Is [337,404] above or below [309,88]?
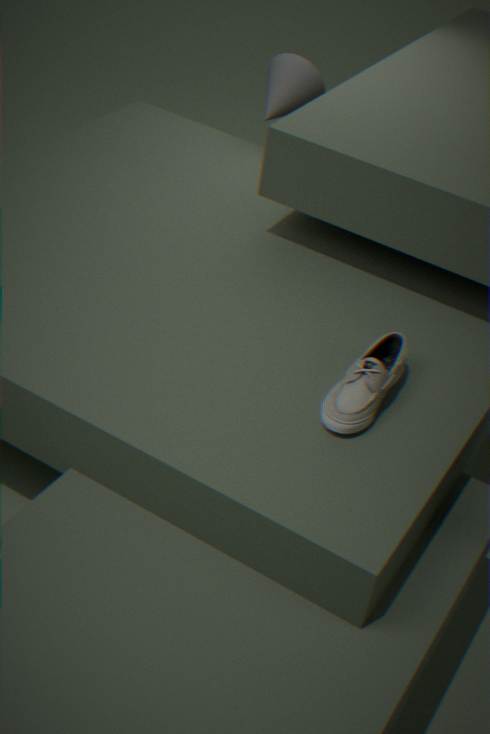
below
